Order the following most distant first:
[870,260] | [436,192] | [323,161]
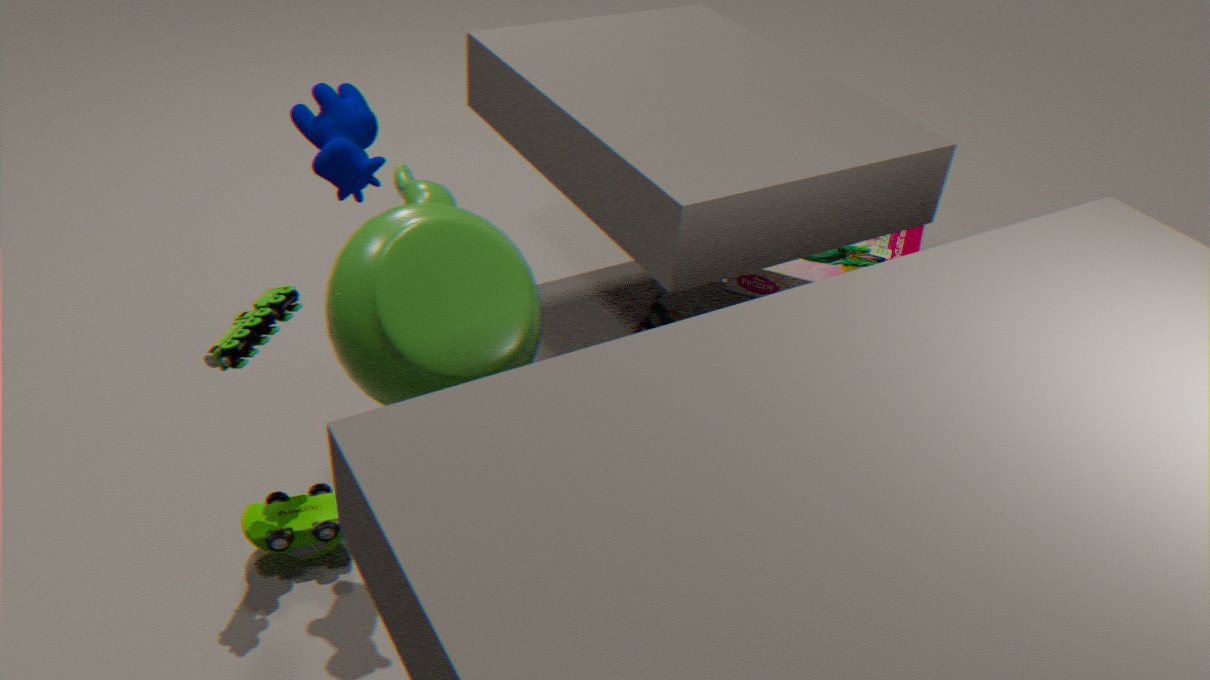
[870,260], [323,161], [436,192]
